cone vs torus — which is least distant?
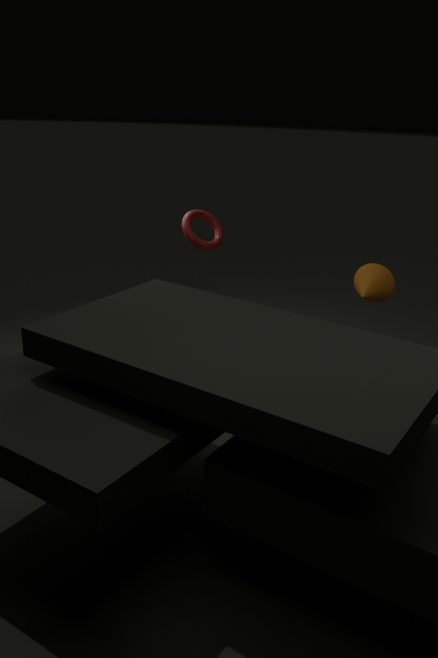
cone
